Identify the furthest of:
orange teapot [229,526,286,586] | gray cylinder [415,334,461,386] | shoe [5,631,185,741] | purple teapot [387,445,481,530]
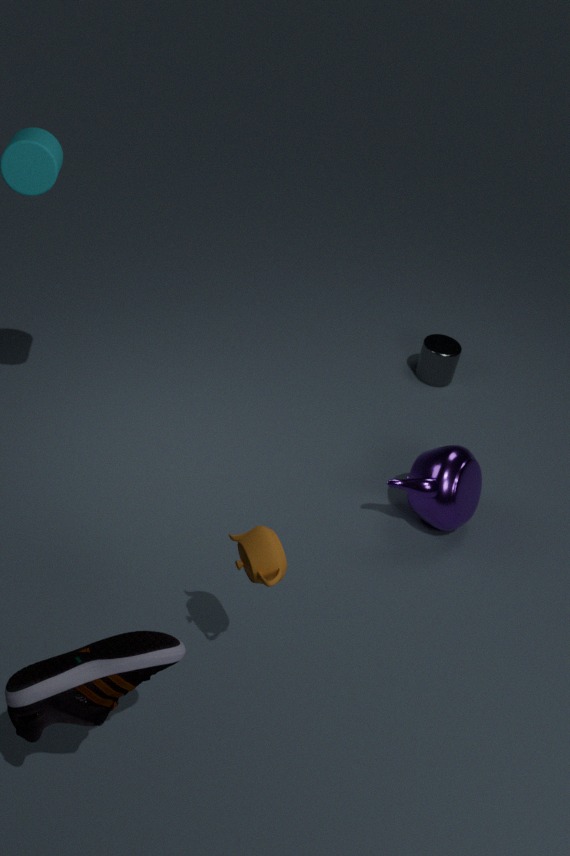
gray cylinder [415,334,461,386]
